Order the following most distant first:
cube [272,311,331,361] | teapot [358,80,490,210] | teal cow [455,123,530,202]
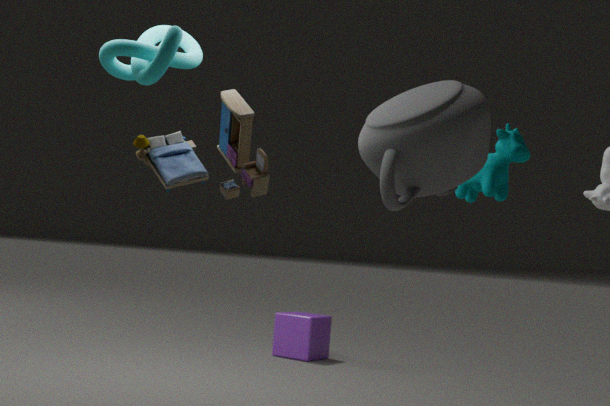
cube [272,311,331,361] → teal cow [455,123,530,202] → teapot [358,80,490,210]
